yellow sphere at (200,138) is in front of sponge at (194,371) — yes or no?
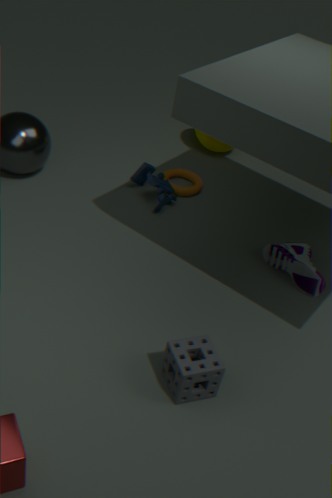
No
